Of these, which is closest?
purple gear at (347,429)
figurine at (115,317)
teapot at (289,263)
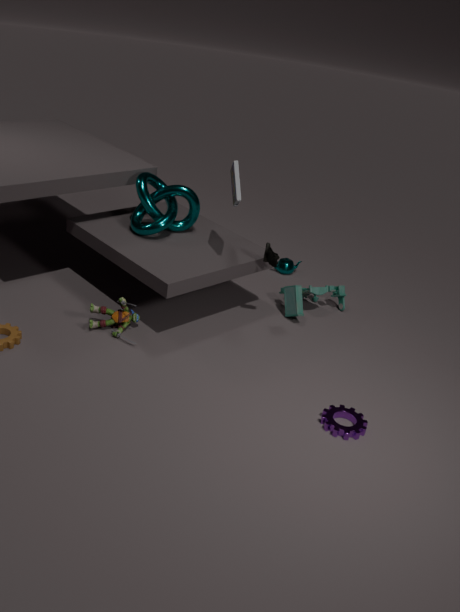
purple gear at (347,429)
